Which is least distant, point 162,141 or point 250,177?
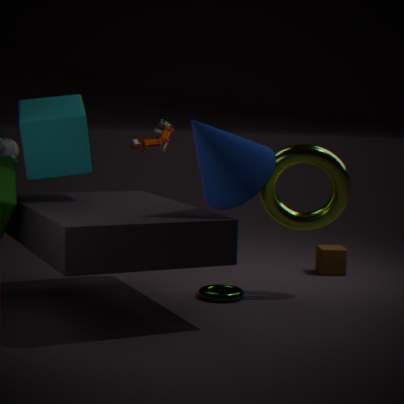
point 250,177
